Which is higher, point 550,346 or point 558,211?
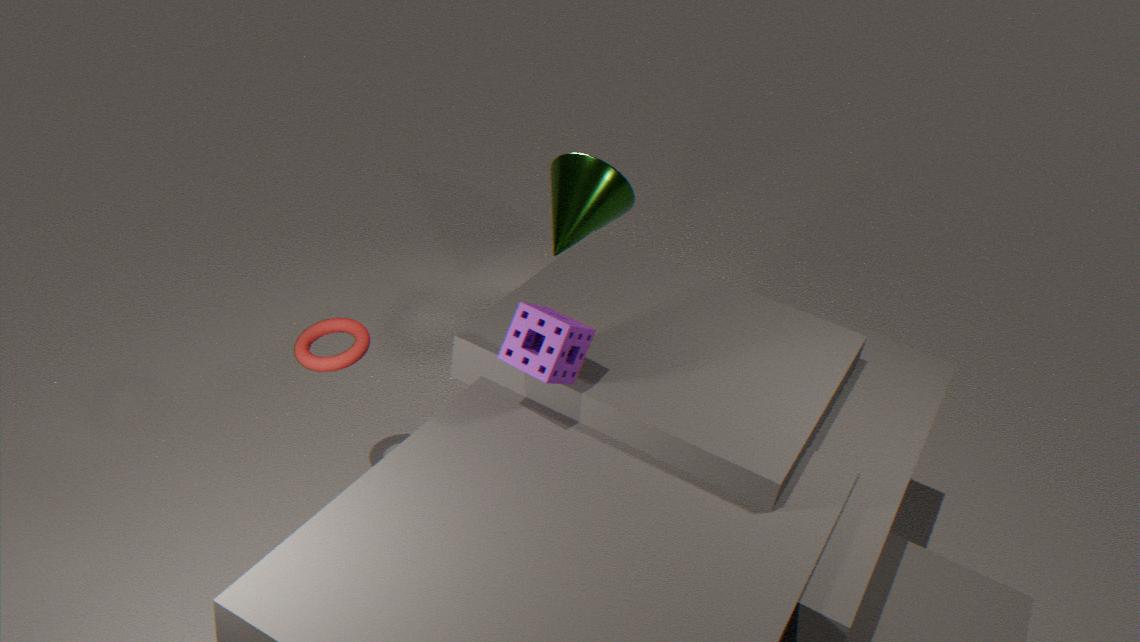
point 550,346
